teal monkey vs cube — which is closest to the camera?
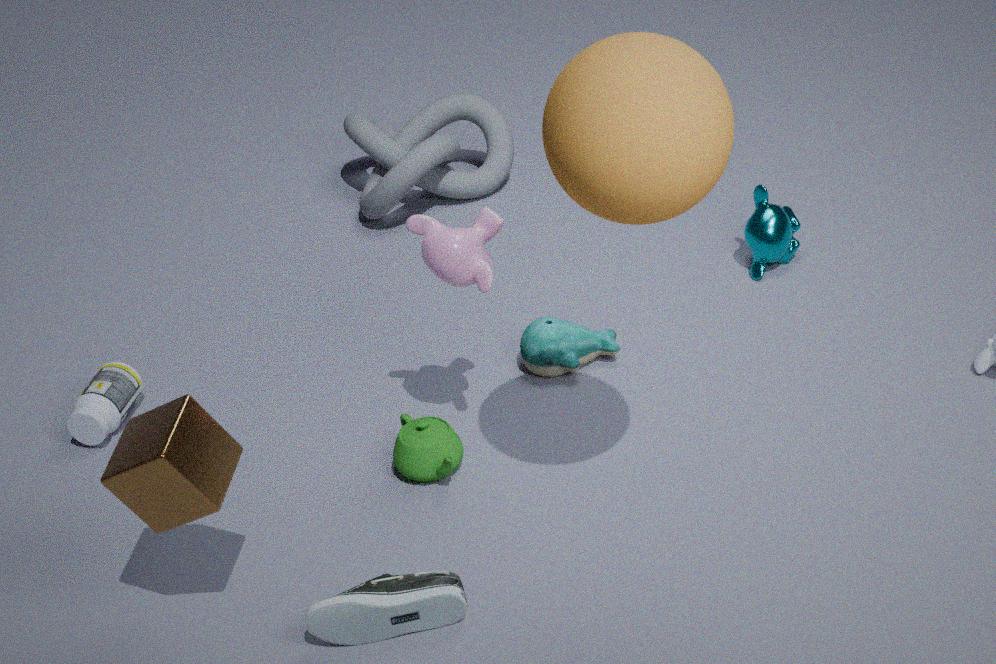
cube
